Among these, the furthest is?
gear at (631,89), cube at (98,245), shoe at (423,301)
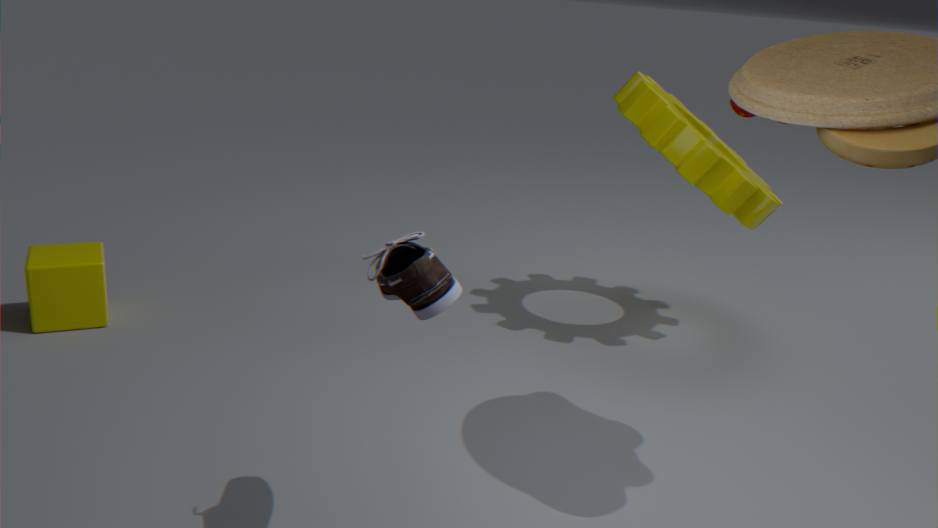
gear at (631,89)
